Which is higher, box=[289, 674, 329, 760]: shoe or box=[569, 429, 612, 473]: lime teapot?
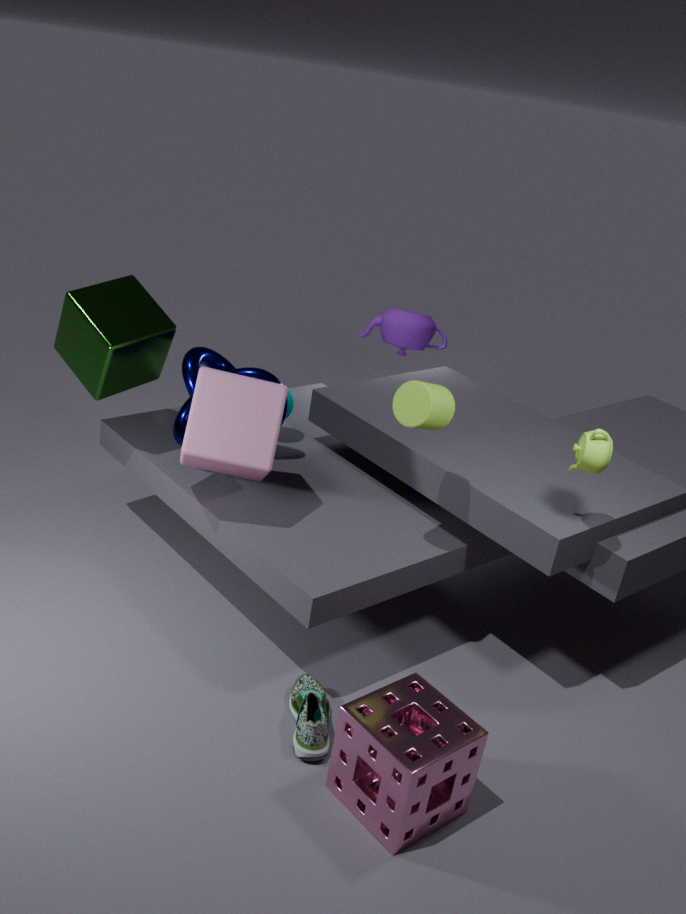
box=[569, 429, 612, 473]: lime teapot
